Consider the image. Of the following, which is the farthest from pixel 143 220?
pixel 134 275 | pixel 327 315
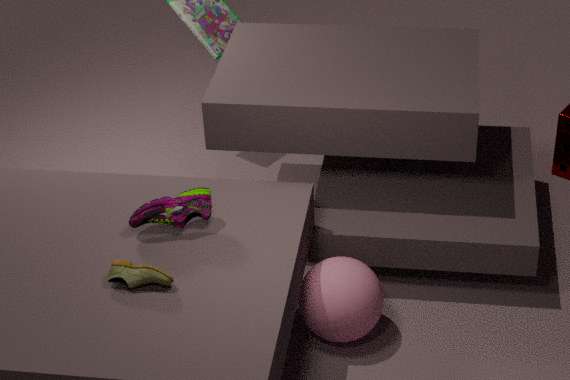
pixel 327 315
